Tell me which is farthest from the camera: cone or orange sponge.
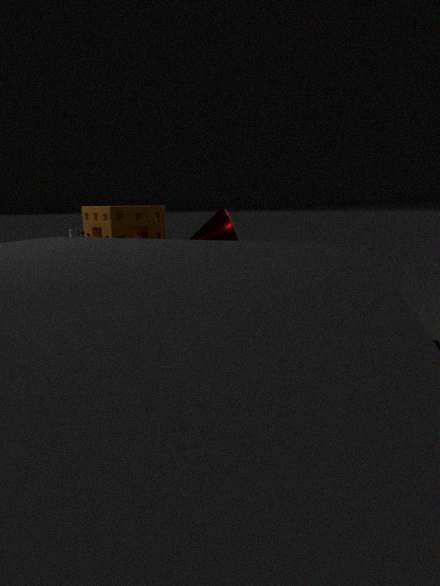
cone
